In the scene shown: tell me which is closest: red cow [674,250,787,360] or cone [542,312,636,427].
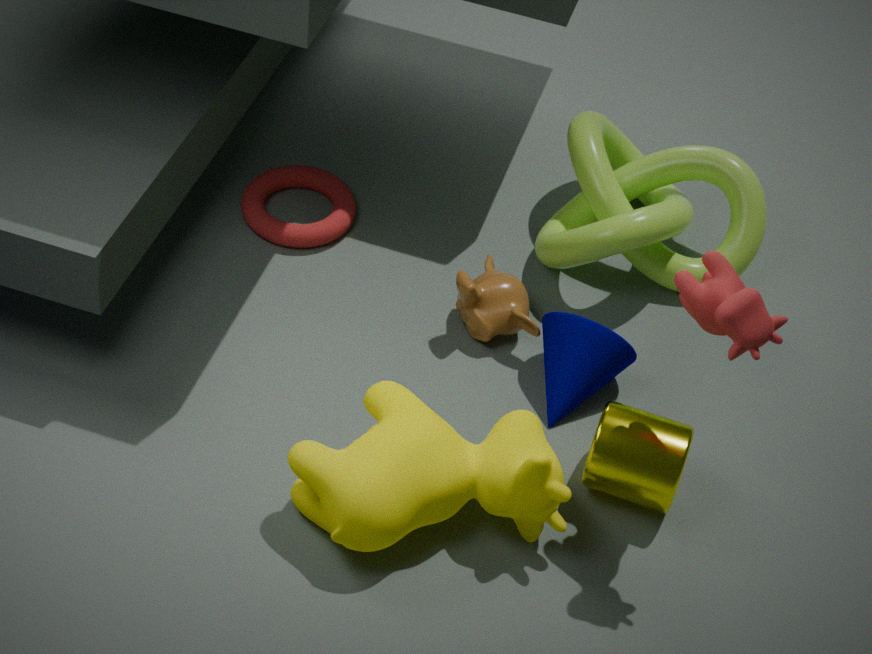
red cow [674,250,787,360]
